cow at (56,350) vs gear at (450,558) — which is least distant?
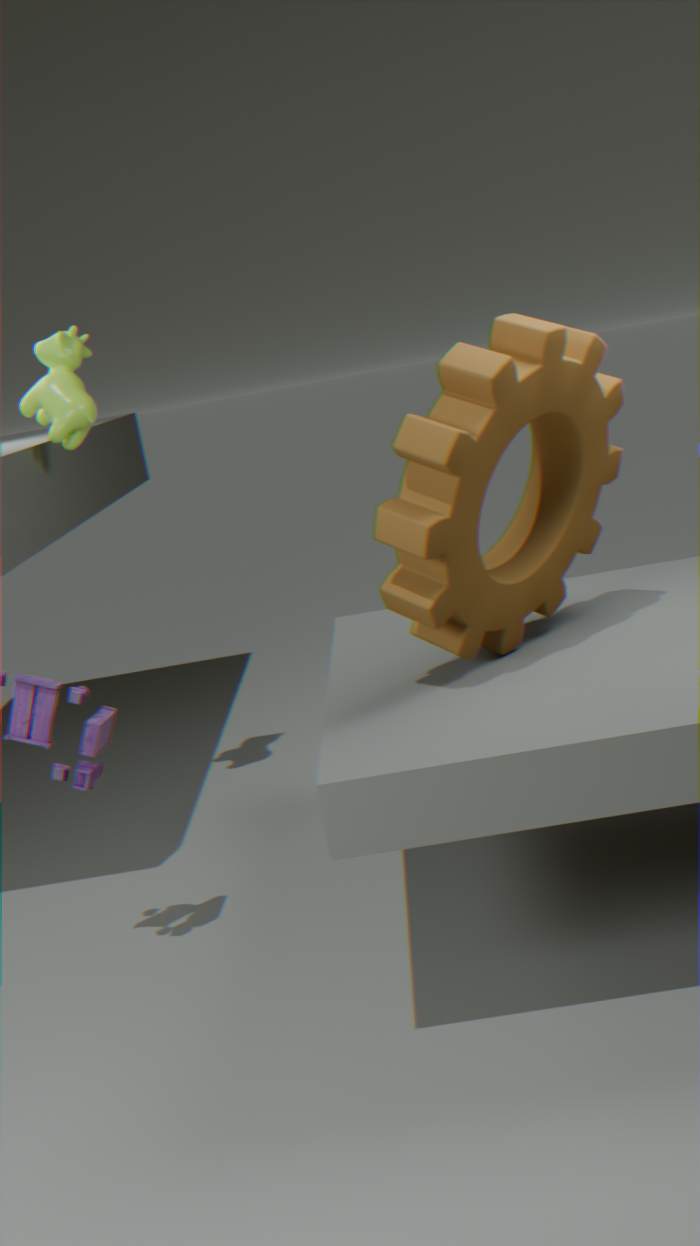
gear at (450,558)
